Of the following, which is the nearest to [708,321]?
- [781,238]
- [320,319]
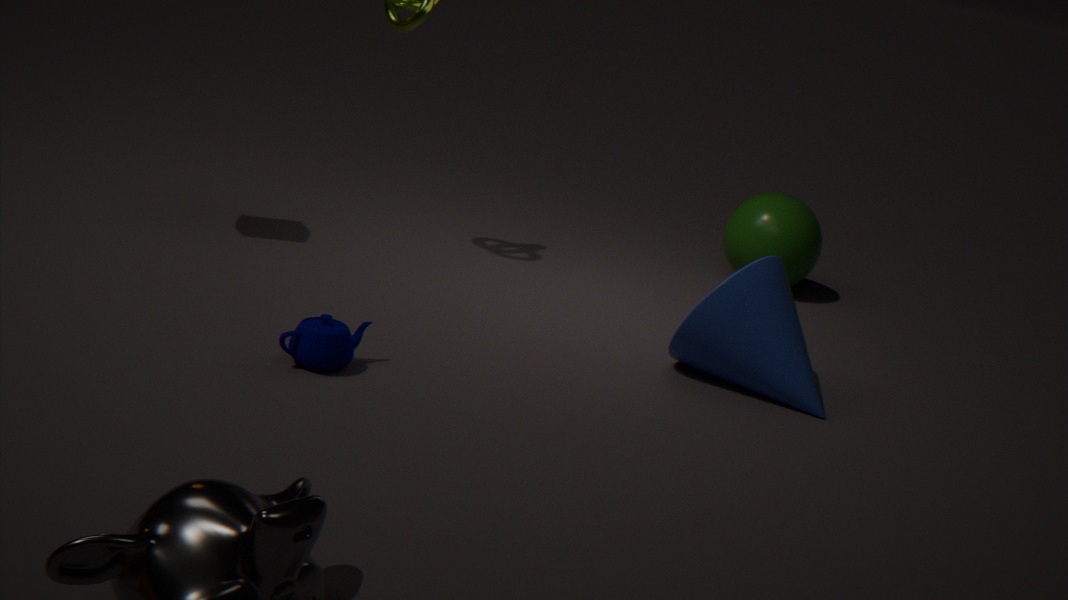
[781,238]
